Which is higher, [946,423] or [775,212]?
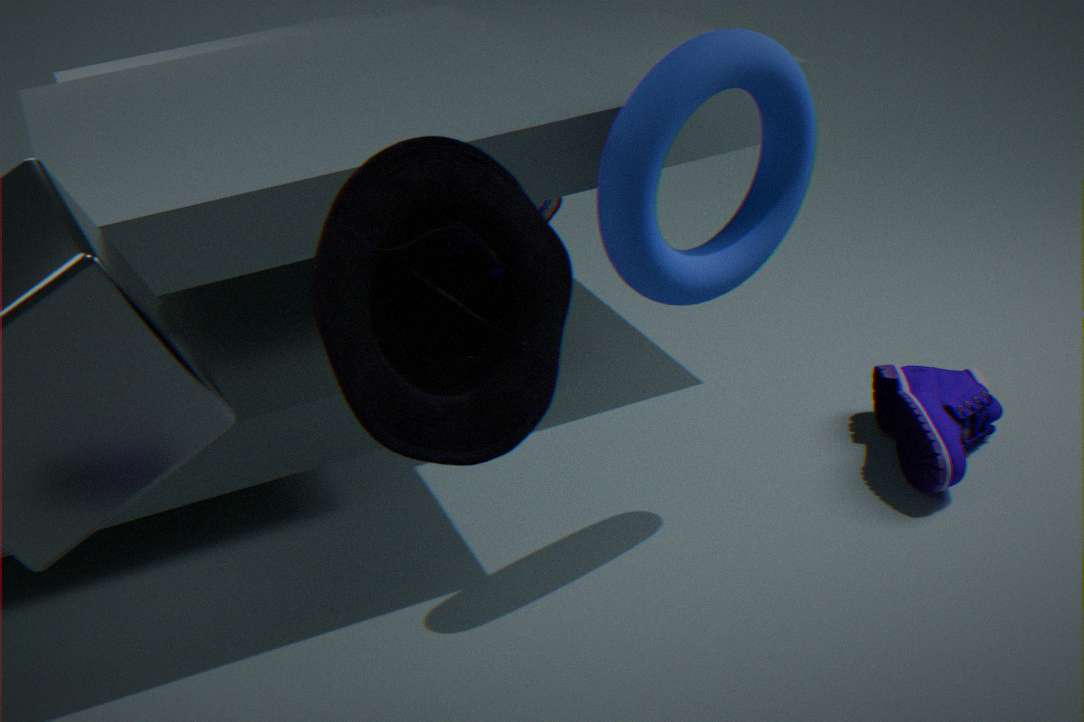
A: [775,212]
